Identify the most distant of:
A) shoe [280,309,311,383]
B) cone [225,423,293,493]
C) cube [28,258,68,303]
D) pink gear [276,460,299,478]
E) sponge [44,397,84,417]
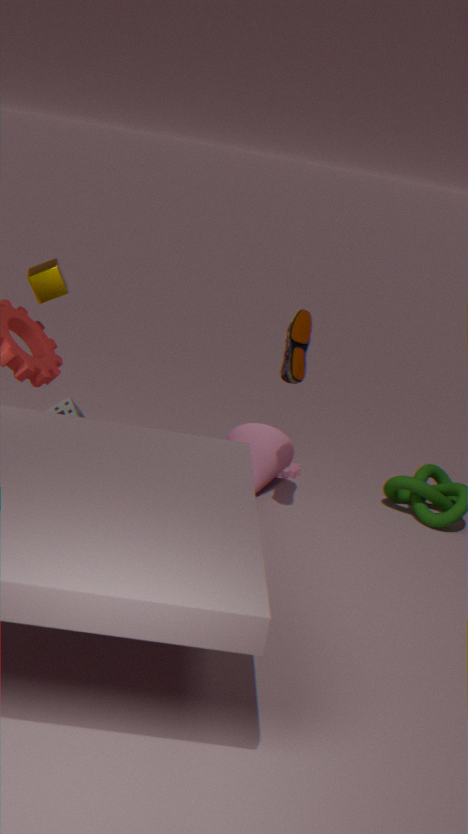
pink gear [276,460,299,478]
